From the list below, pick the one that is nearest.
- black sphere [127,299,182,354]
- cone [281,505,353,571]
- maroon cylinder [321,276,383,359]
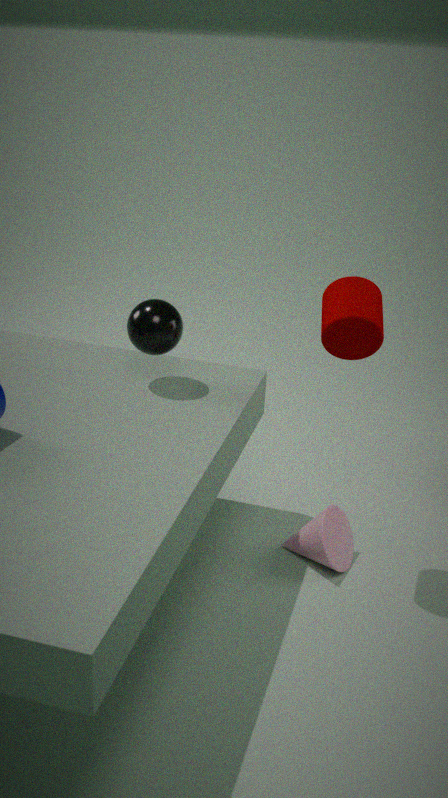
maroon cylinder [321,276,383,359]
